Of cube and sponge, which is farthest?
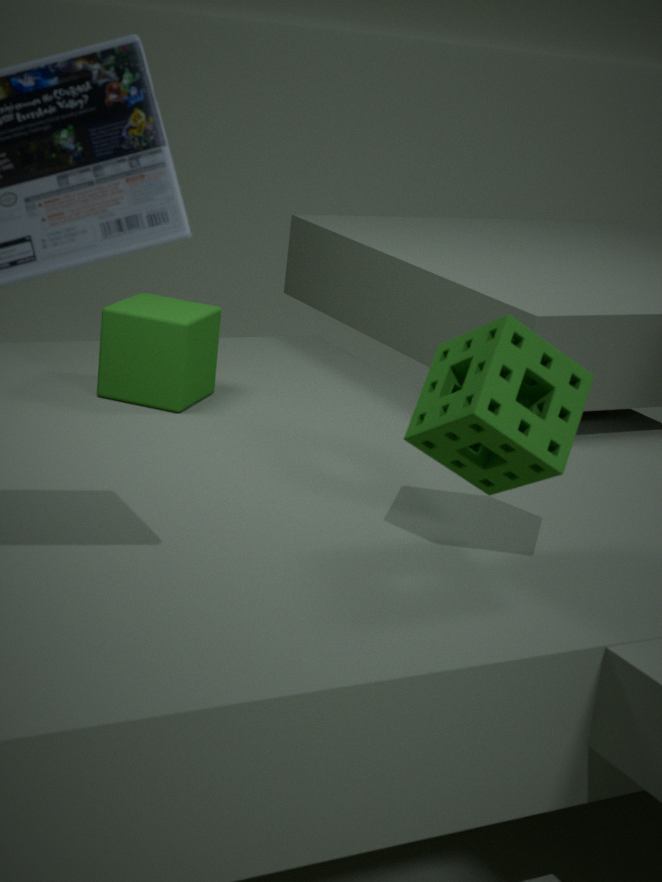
cube
